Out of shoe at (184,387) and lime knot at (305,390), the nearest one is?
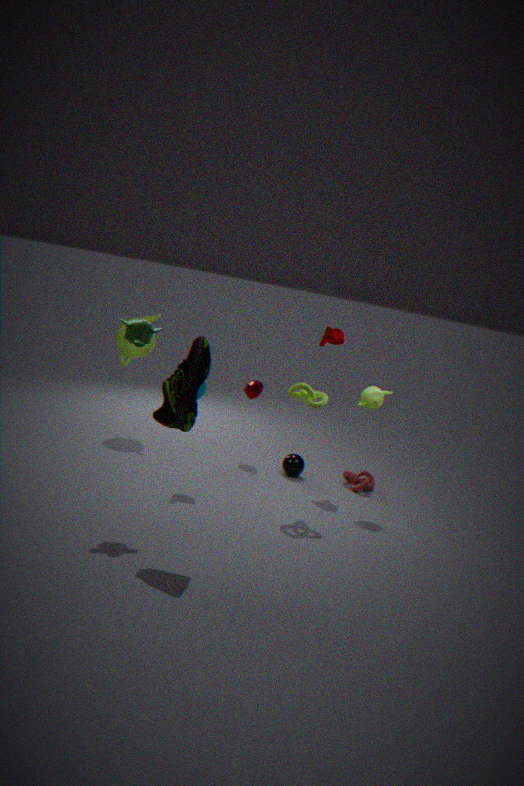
shoe at (184,387)
